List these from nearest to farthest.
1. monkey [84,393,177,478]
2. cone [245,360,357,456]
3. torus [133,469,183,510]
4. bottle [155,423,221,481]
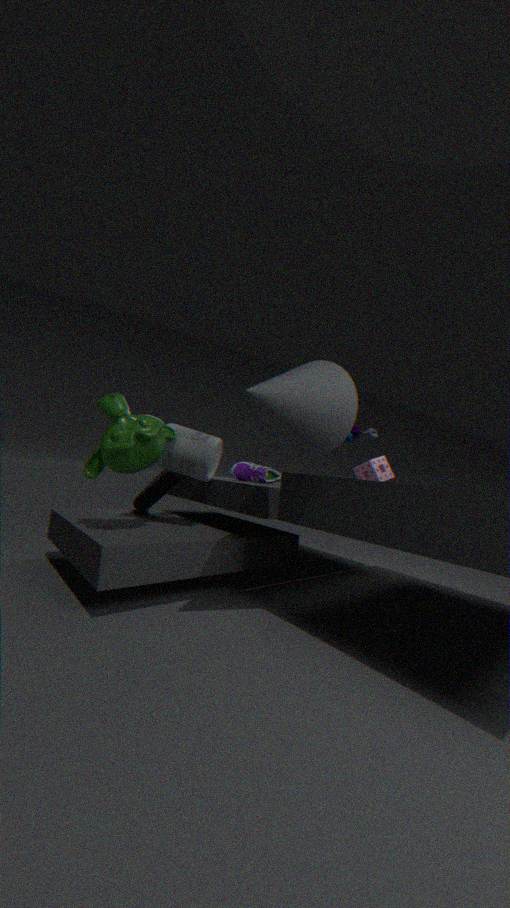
cone [245,360,357,456] < monkey [84,393,177,478] < bottle [155,423,221,481] < torus [133,469,183,510]
